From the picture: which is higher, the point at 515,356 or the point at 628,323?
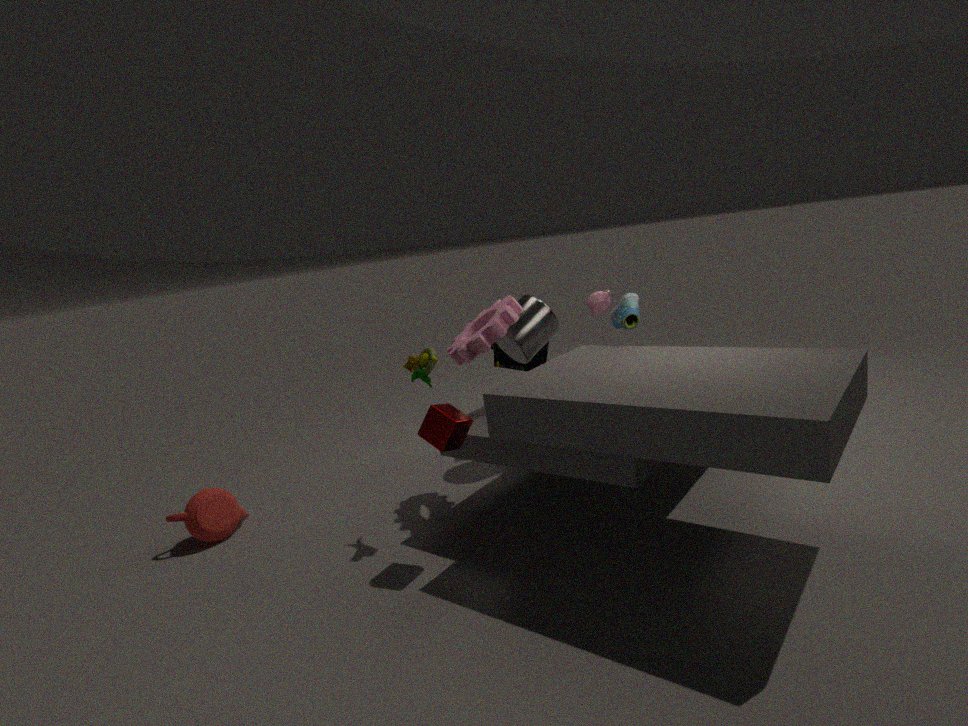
the point at 628,323
